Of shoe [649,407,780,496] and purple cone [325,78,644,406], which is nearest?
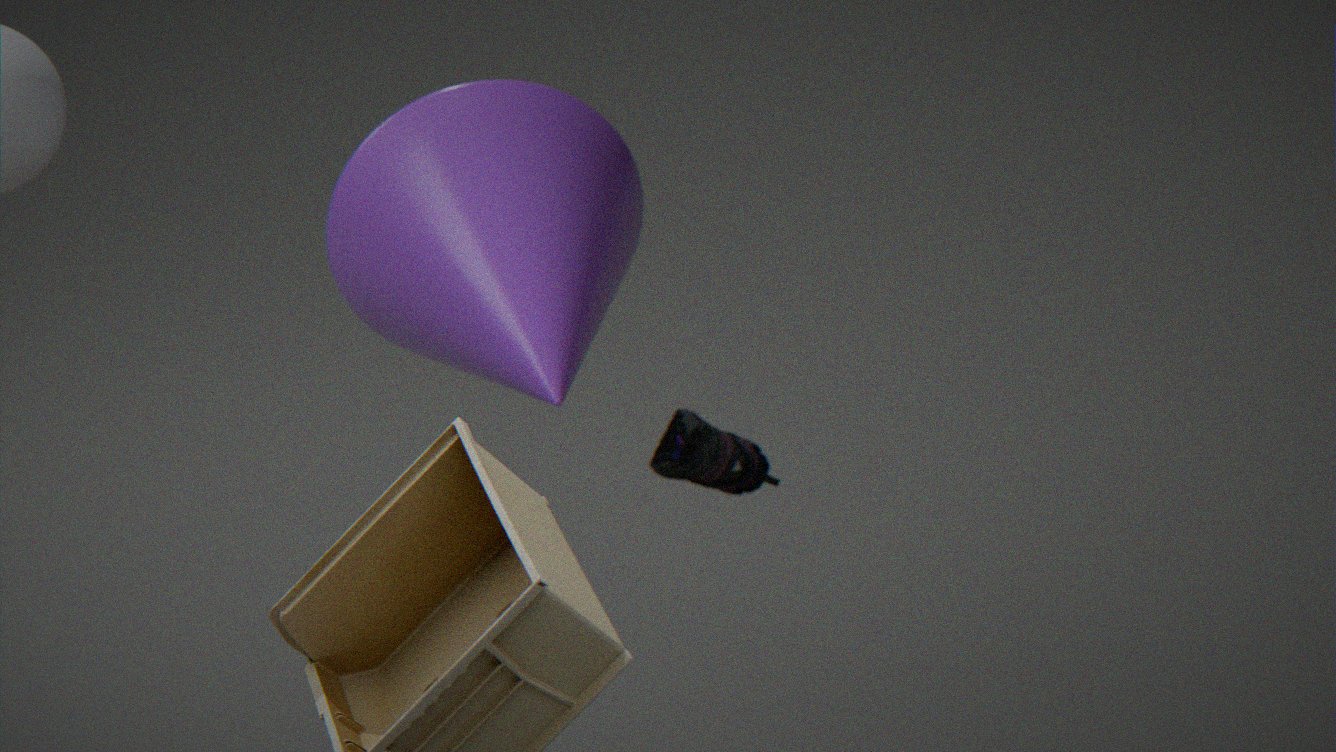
purple cone [325,78,644,406]
